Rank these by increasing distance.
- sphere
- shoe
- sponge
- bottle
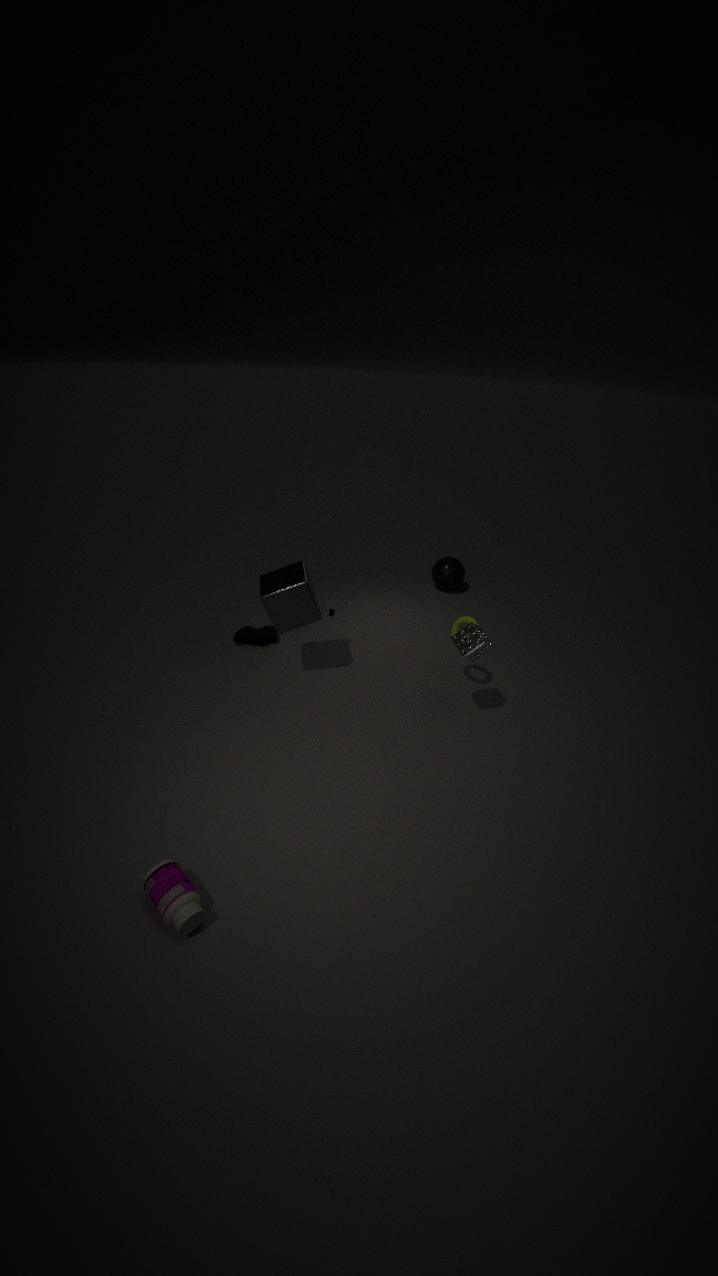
bottle, sponge, shoe, sphere
